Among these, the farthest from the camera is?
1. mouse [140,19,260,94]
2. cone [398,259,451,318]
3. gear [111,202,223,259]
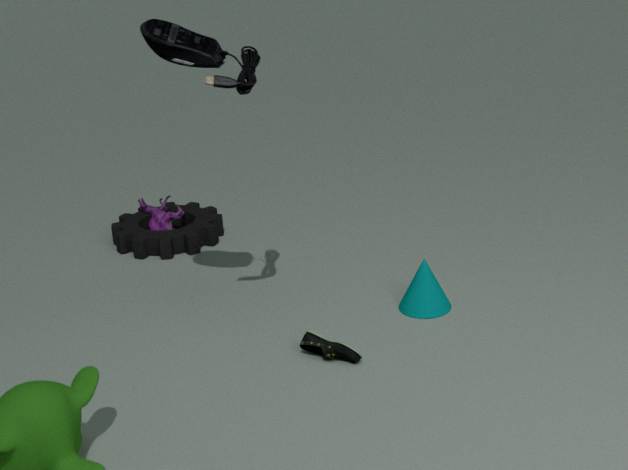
gear [111,202,223,259]
